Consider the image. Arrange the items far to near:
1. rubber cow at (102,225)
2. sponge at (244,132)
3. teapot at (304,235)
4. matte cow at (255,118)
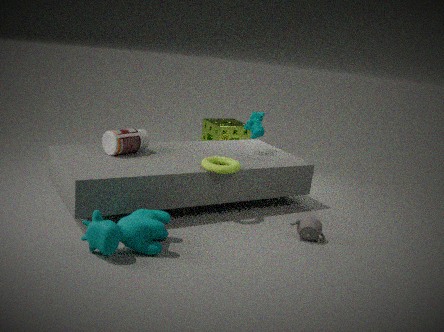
1. sponge at (244,132)
2. matte cow at (255,118)
3. teapot at (304,235)
4. rubber cow at (102,225)
